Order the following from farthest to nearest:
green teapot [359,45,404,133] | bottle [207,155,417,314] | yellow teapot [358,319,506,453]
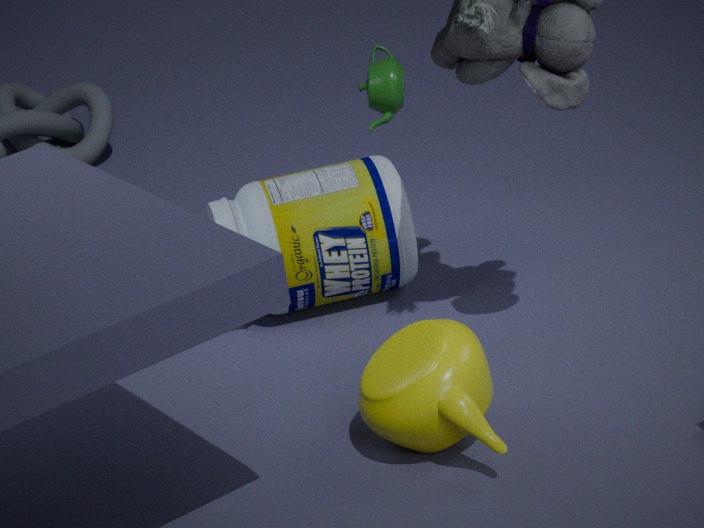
1. green teapot [359,45,404,133]
2. bottle [207,155,417,314]
3. yellow teapot [358,319,506,453]
